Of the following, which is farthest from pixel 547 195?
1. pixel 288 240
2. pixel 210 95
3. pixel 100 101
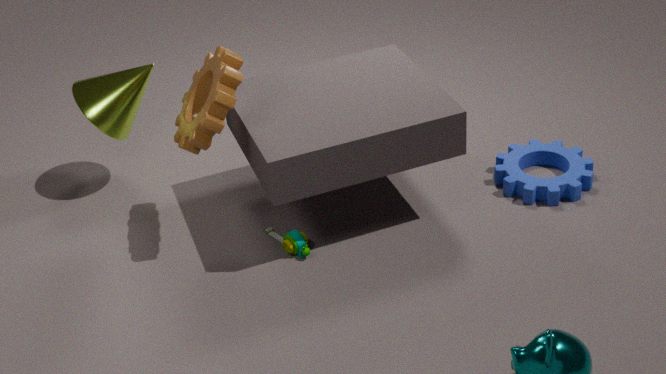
pixel 100 101
